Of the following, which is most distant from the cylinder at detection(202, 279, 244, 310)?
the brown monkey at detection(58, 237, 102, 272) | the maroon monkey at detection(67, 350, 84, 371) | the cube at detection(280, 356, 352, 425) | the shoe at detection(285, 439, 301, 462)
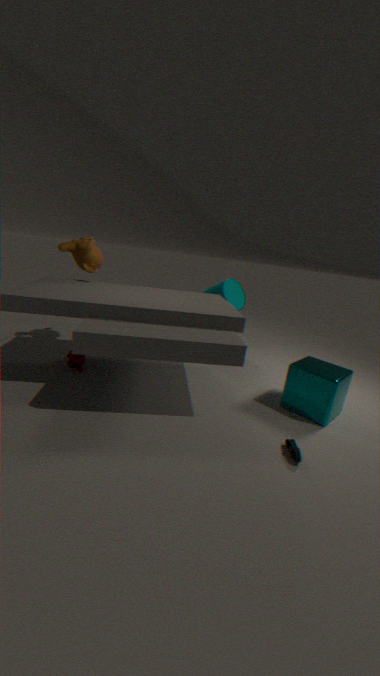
the shoe at detection(285, 439, 301, 462)
